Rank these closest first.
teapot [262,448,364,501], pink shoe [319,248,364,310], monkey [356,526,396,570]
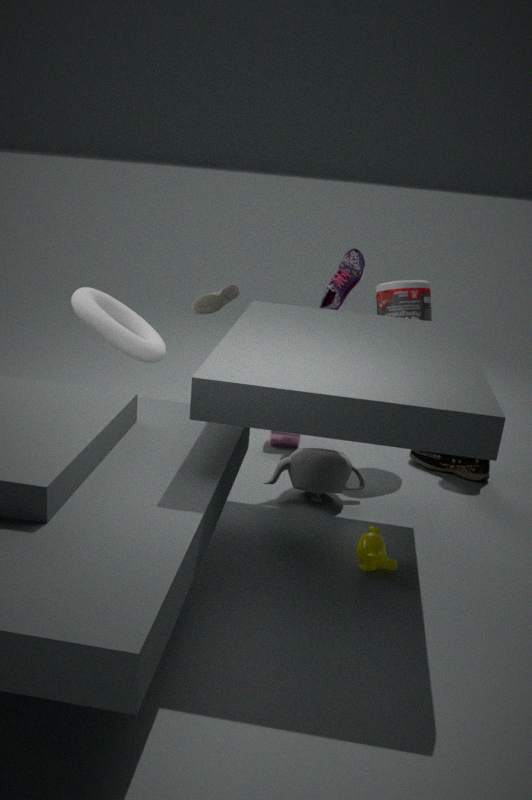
monkey [356,526,396,570]
teapot [262,448,364,501]
pink shoe [319,248,364,310]
